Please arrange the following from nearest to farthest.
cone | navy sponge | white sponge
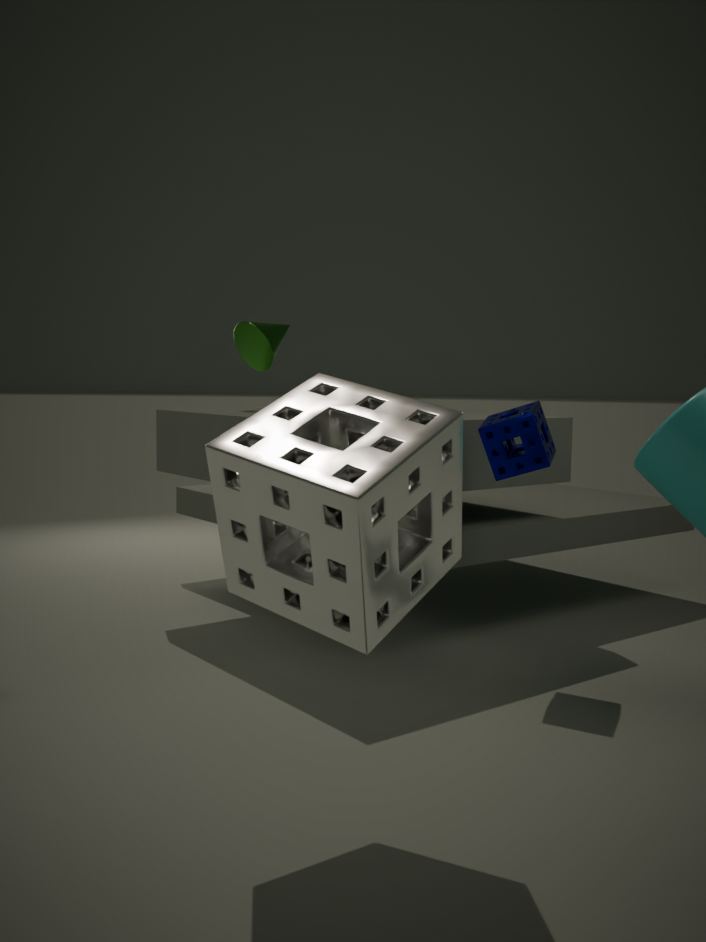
1. white sponge
2. navy sponge
3. cone
